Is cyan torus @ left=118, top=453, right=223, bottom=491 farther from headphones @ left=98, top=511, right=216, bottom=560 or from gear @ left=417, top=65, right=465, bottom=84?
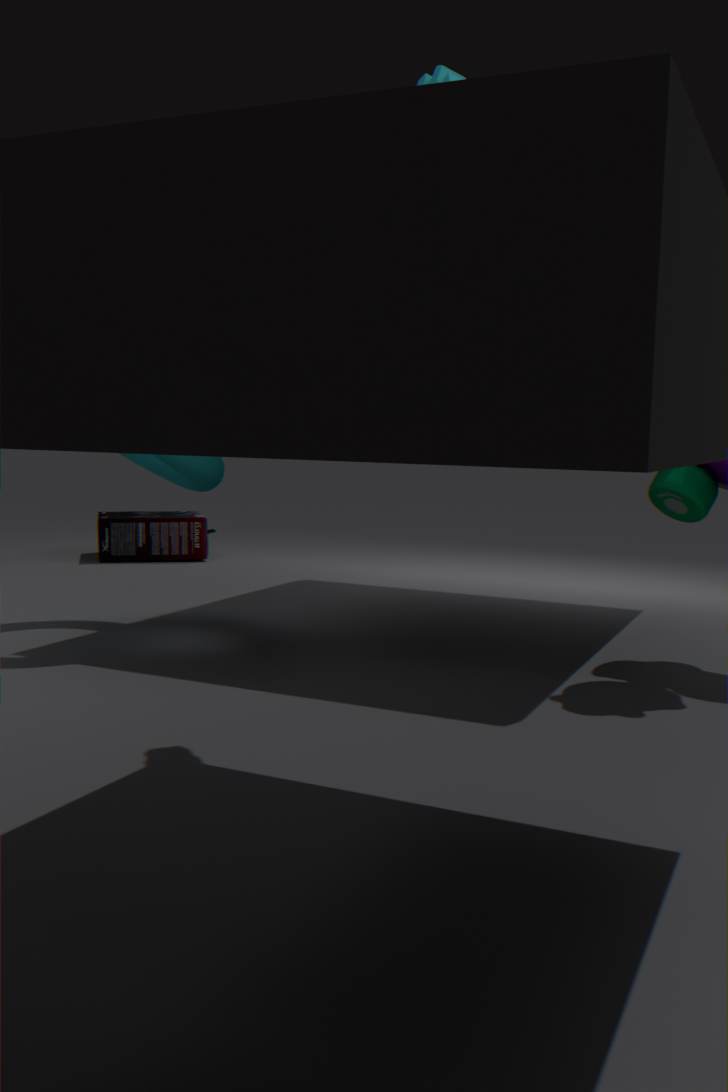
headphones @ left=98, top=511, right=216, bottom=560
